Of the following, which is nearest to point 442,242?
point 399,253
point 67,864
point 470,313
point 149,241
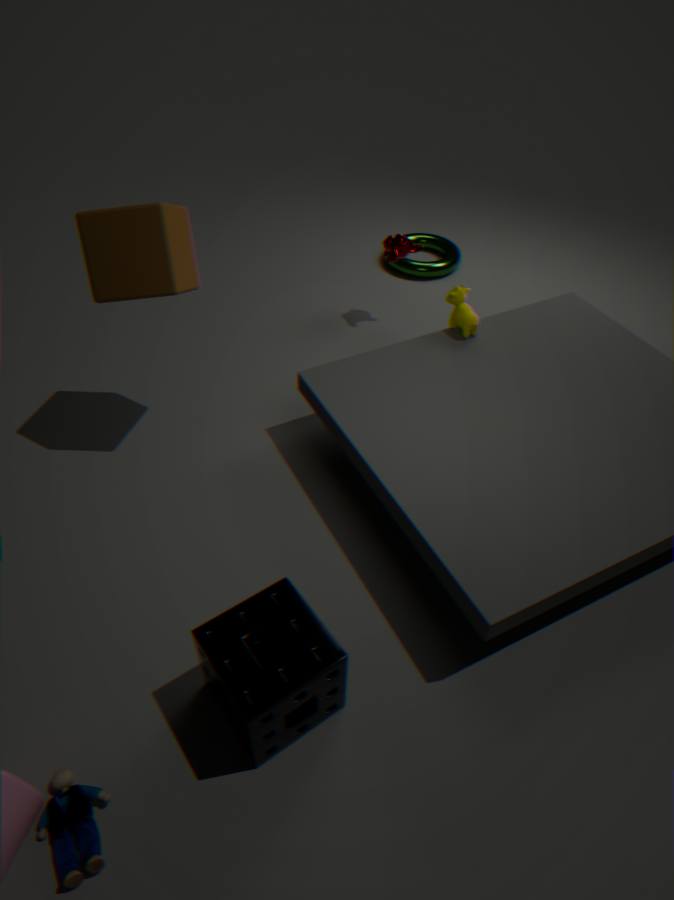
point 399,253
